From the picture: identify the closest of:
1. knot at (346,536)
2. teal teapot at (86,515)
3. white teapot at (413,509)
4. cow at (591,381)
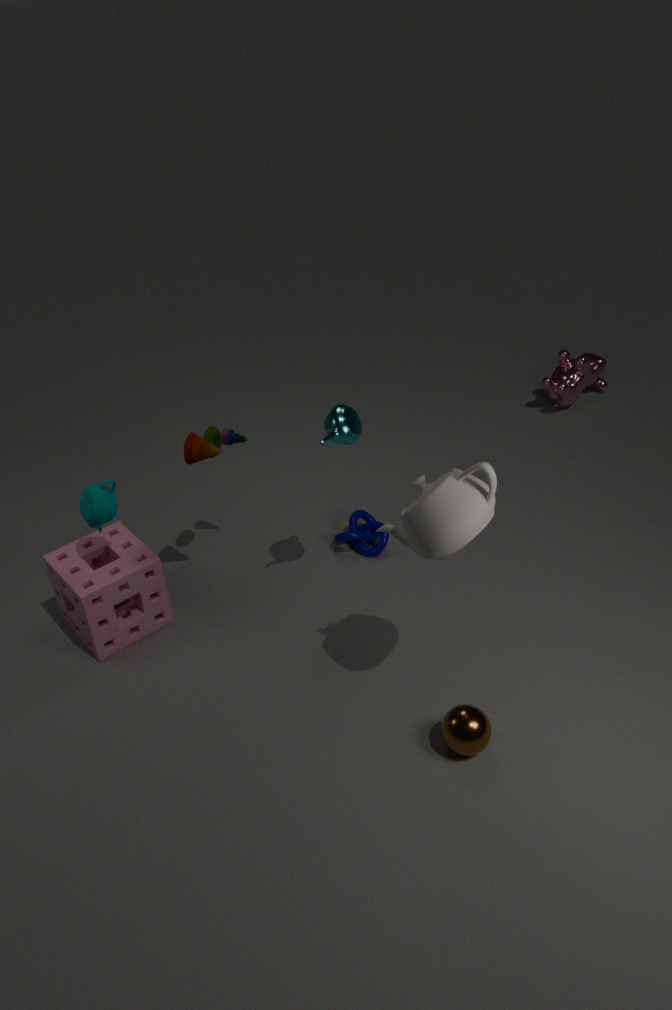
white teapot at (413,509)
